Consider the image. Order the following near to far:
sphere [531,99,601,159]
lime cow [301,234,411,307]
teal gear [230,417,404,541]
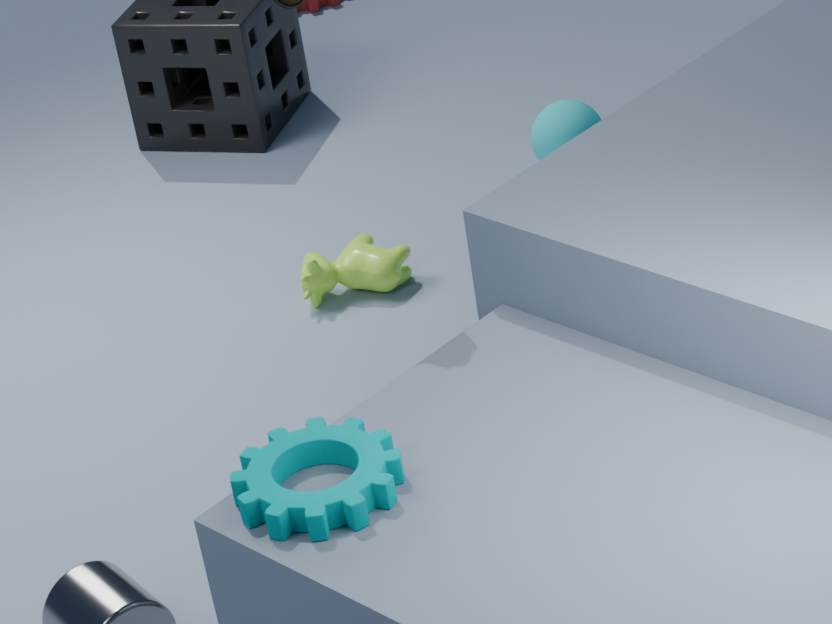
teal gear [230,417,404,541]
lime cow [301,234,411,307]
sphere [531,99,601,159]
